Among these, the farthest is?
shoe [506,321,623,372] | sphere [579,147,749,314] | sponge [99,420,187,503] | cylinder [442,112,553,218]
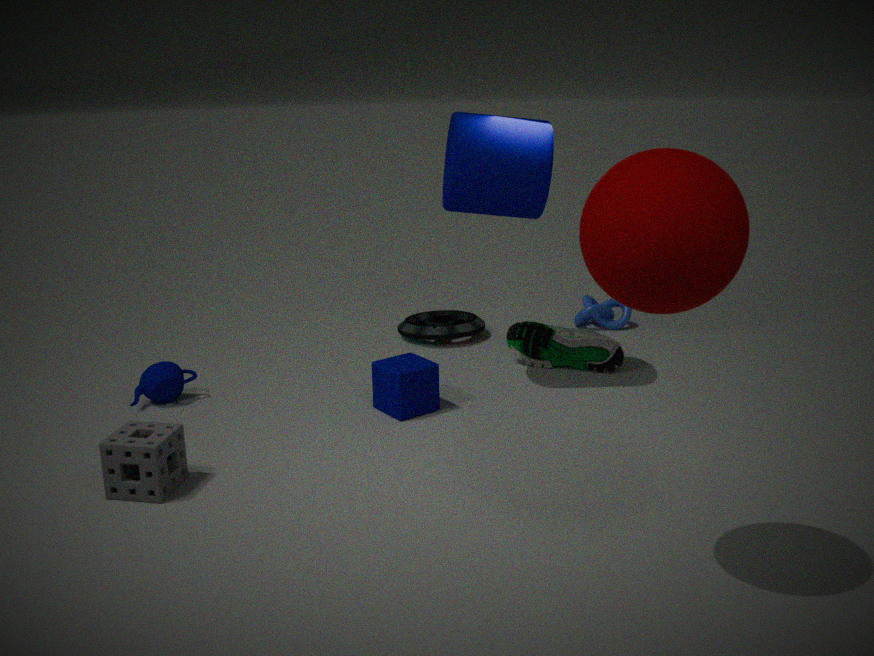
shoe [506,321,623,372]
